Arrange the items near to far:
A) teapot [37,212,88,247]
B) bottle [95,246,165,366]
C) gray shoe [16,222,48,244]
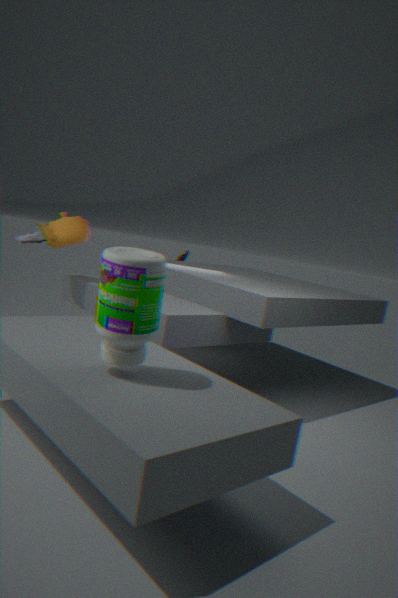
bottle [95,246,165,366] < teapot [37,212,88,247] < gray shoe [16,222,48,244]
